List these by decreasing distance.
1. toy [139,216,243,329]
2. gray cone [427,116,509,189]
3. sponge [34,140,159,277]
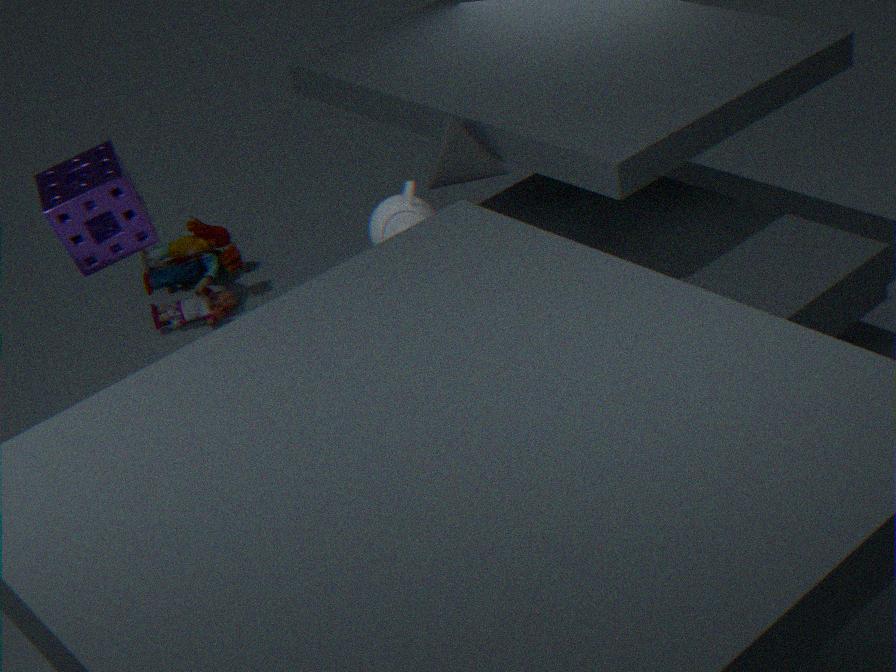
toy [139,216,243,329]
gray cone [427,116,509,189]
sponge [34,140,159,277]
